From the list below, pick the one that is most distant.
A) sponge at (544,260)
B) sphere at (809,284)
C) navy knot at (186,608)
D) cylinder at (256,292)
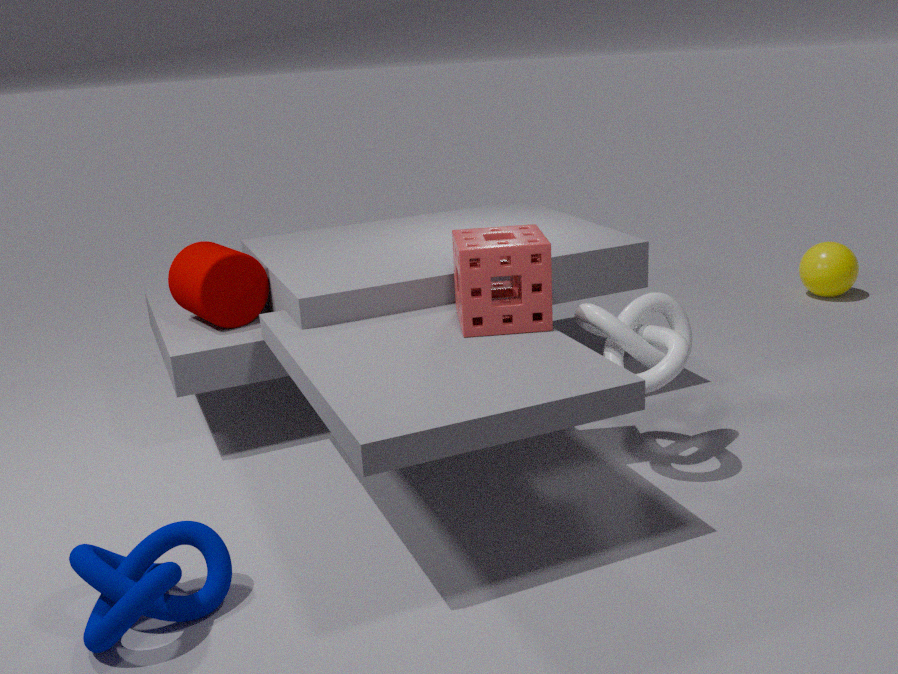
sphere at (809,284)
